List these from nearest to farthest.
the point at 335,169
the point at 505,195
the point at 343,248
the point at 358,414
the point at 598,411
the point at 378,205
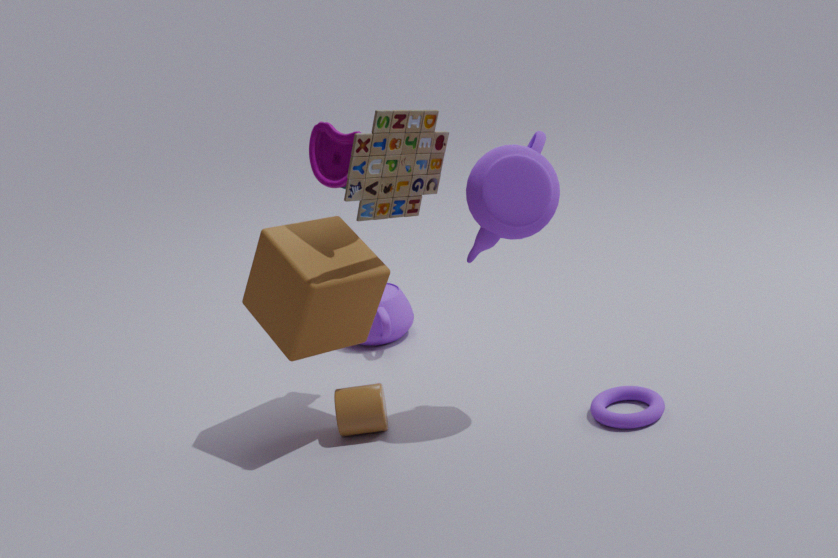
the point at 505,195, the point at 378,205, the point at 335,169, the point at 598,411, the point at 343,248, the point at 358,414
